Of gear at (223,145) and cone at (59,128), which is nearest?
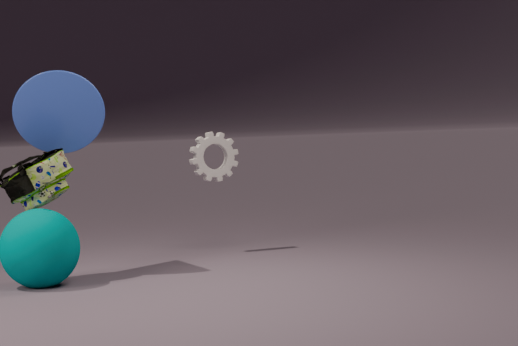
cone at (59,128)
